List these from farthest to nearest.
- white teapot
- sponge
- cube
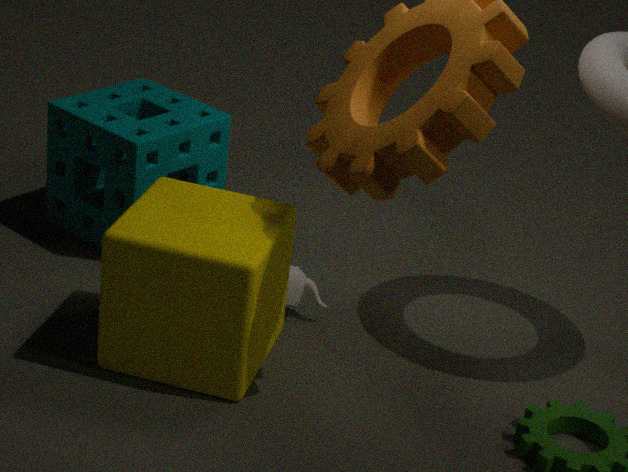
sponge → white teapot → cube
